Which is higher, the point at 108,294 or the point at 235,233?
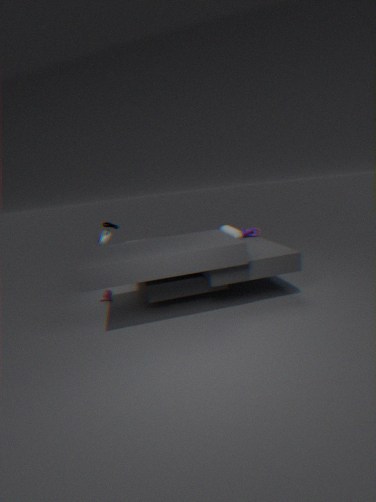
the point at 235,233
